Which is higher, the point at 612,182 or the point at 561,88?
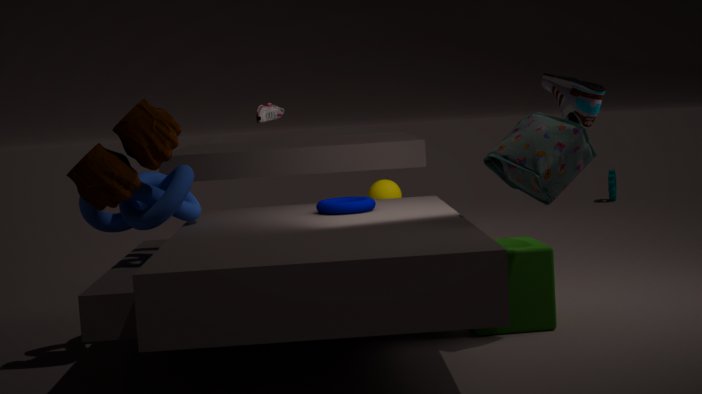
the point at 561,88
